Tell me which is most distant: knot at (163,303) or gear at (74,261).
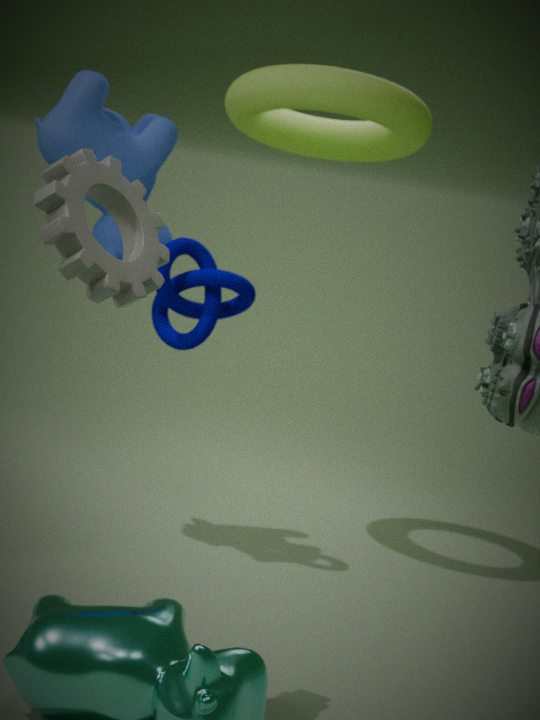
knot at (163,303)
